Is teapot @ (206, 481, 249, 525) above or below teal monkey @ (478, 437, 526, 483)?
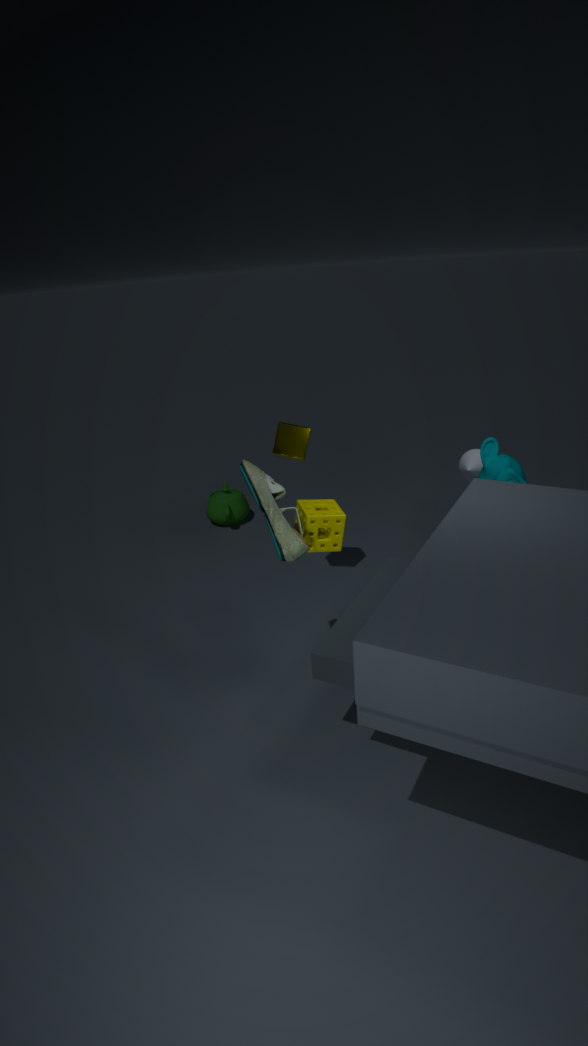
below
